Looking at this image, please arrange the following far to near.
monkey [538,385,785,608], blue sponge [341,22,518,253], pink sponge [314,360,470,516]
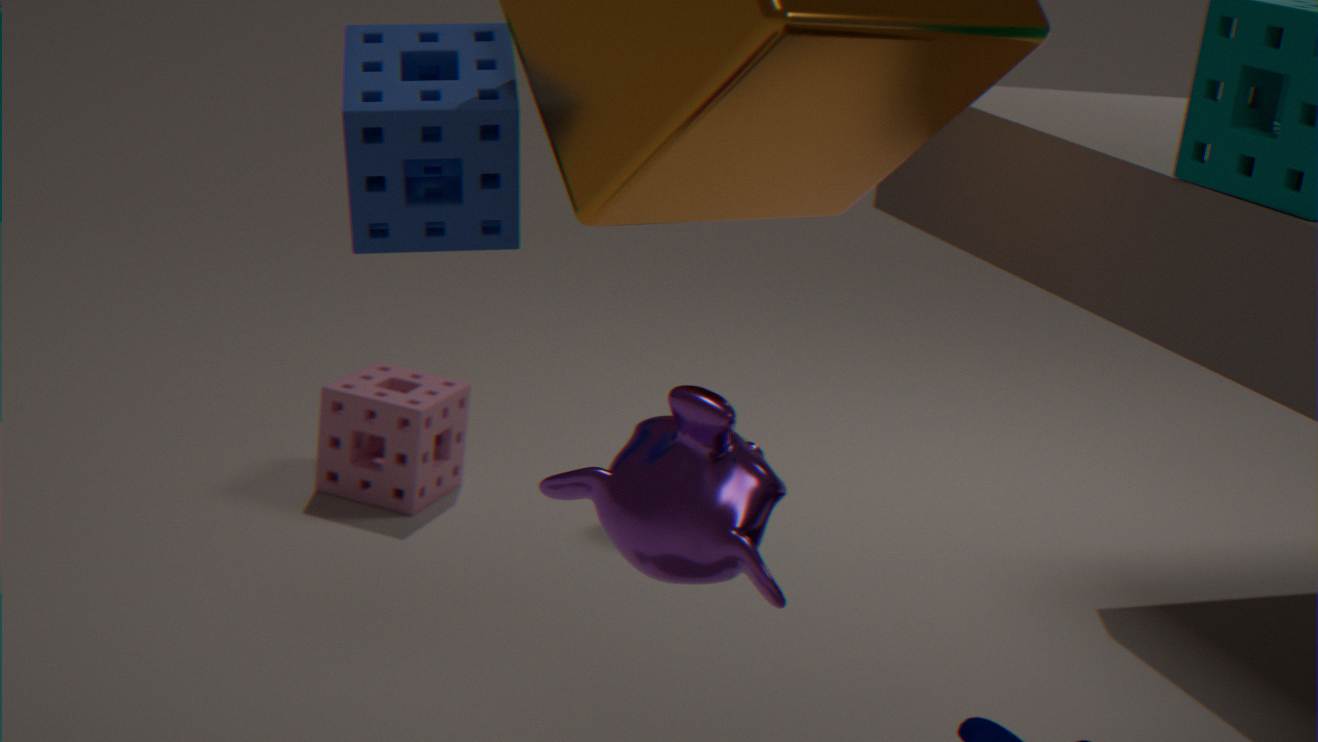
pink sponge [314,360,470,516] < blue sponge [341,22,518,253] < monkey [538,385,785,608]
